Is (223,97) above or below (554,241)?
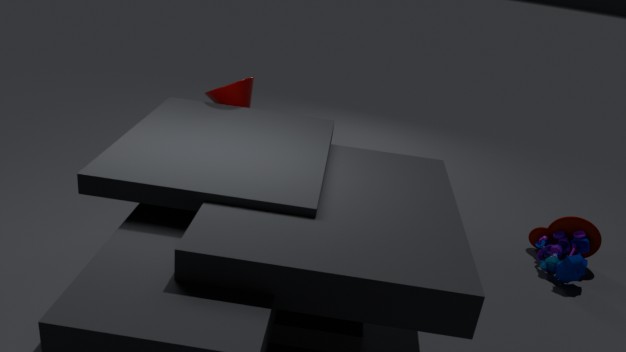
above
